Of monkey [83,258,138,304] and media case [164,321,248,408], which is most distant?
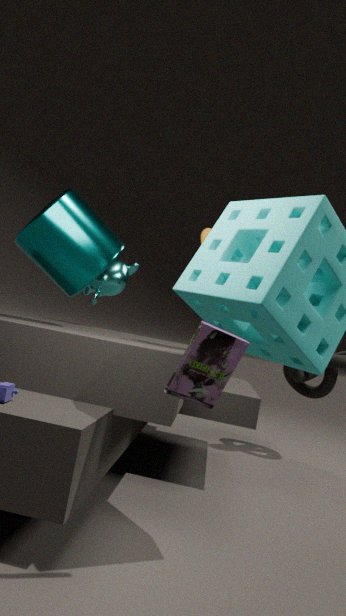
monkey [83,258,138,304]
